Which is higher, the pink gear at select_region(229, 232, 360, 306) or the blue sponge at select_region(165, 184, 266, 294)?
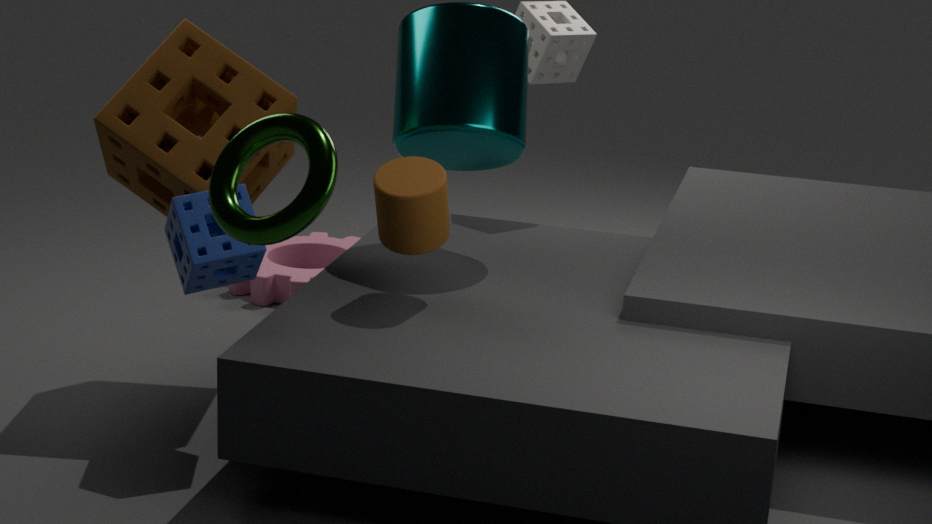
the blue sponge at select_region(165, 184, 266, 294)
